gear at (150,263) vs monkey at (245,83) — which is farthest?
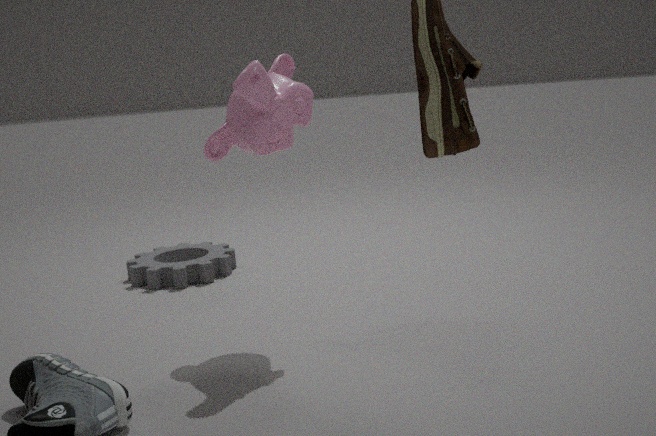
gear at (150,263)
